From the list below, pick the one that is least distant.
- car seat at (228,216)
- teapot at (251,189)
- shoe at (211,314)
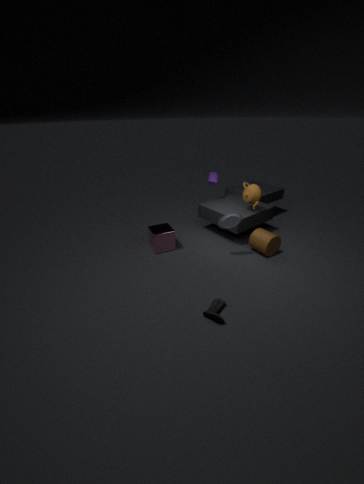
shoe at (211,314)
